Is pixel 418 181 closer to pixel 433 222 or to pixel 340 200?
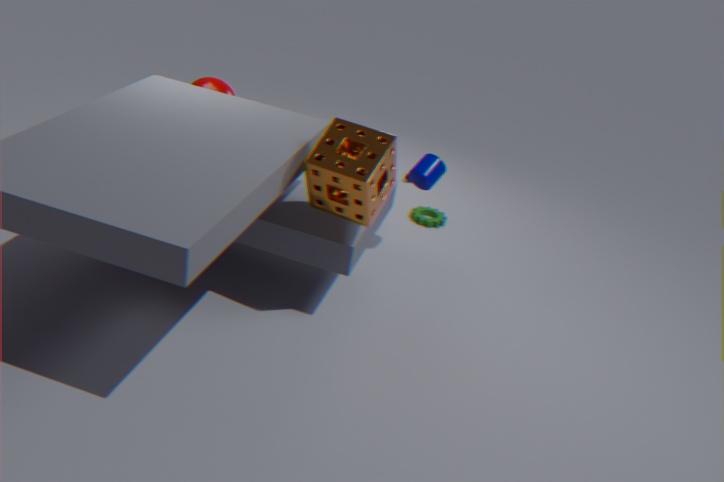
pixel 433 222
